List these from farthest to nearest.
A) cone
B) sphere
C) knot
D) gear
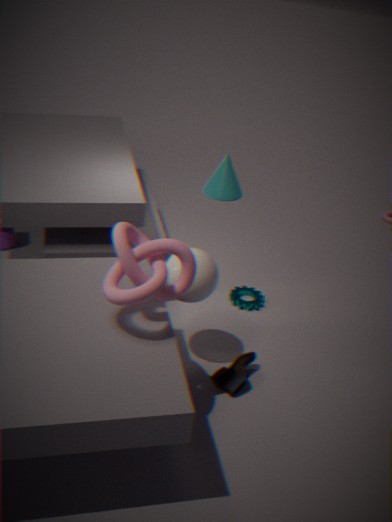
cone, gear, sphere, knot
